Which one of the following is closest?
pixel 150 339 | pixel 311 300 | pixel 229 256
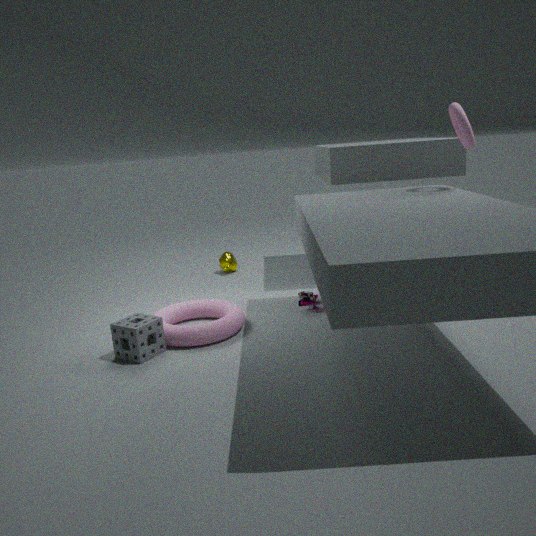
pixel 150 339
